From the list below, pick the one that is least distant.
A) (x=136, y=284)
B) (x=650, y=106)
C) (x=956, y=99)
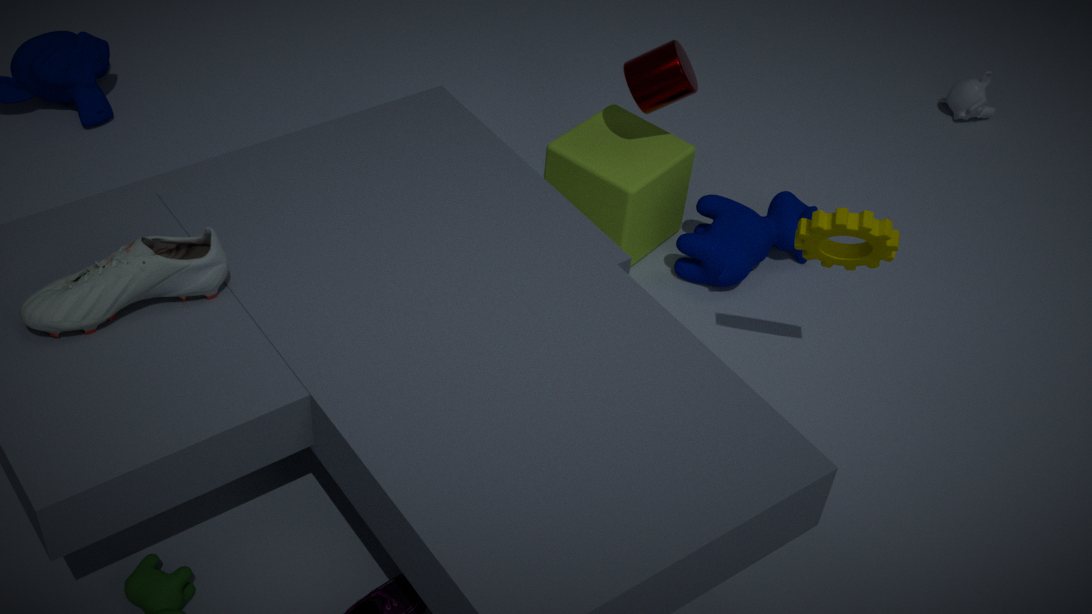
(x=136, y=284)
